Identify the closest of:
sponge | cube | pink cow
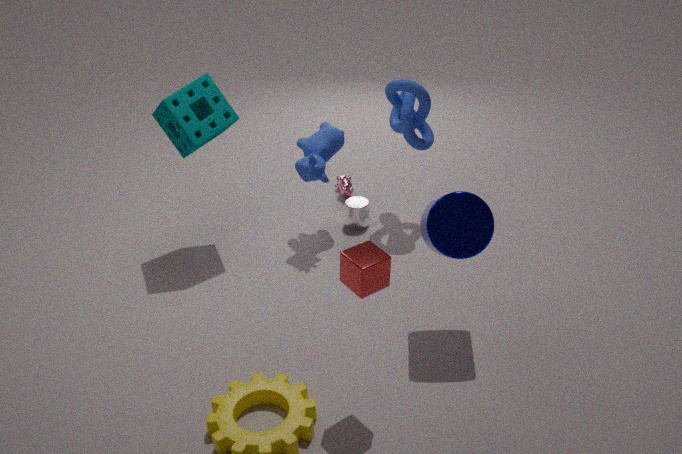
cube
